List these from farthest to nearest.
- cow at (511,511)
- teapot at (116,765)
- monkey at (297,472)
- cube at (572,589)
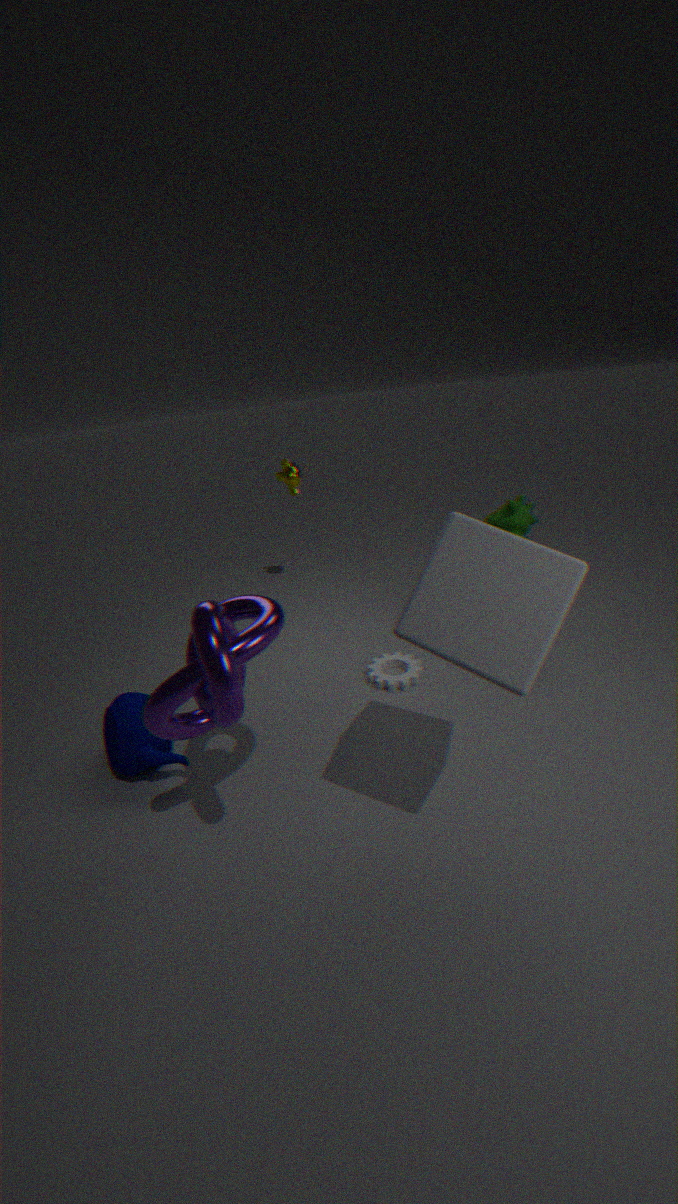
monkey at (297,472)
cow at (511,511)
teapot at (116,765)
cube at (572,589)
